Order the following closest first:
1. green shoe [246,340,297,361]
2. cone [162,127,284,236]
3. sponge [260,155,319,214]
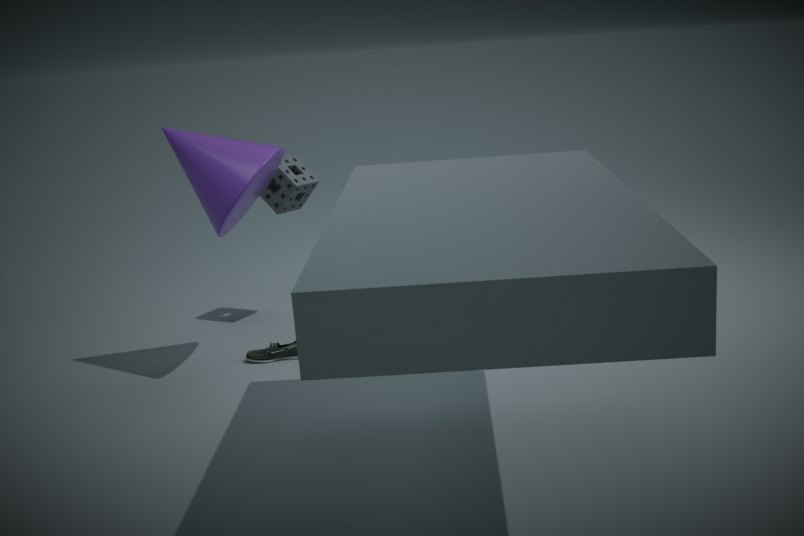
cone [162,127,284,236] < green shoe [246,340,297,361] < sponge [260,155,319,214]
